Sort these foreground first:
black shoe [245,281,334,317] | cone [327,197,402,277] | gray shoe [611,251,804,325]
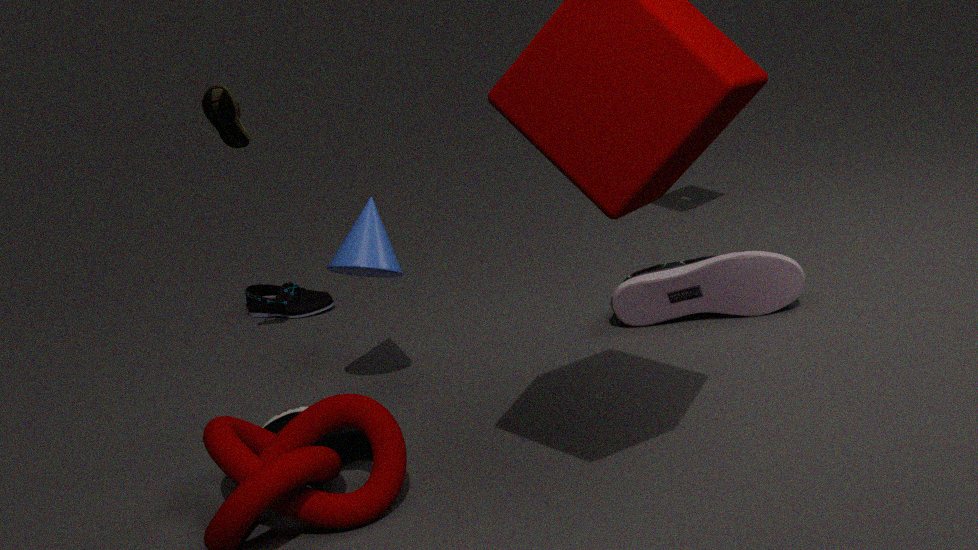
cone [327,197,402,277] < gray shoe [611,251,804,325] < black shoe [245,281,334,317]
